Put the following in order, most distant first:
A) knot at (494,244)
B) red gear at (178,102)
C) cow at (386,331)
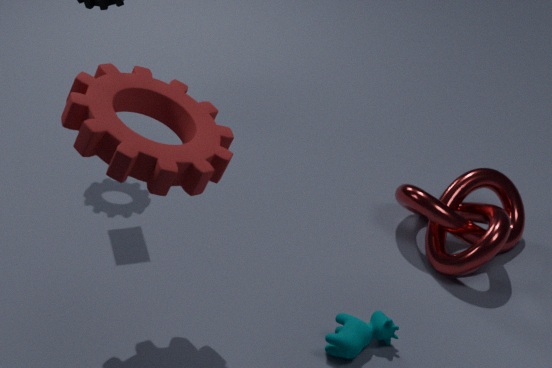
knot at (494,244) → cow at (386,331) → red gear at (178,102)
